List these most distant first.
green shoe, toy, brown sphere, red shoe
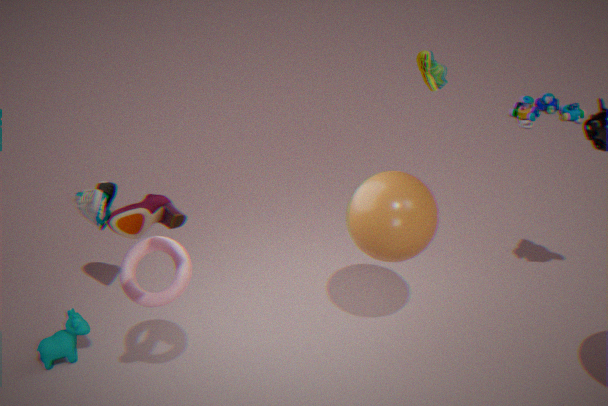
toy, green shoe, brown sphere, red shoe
